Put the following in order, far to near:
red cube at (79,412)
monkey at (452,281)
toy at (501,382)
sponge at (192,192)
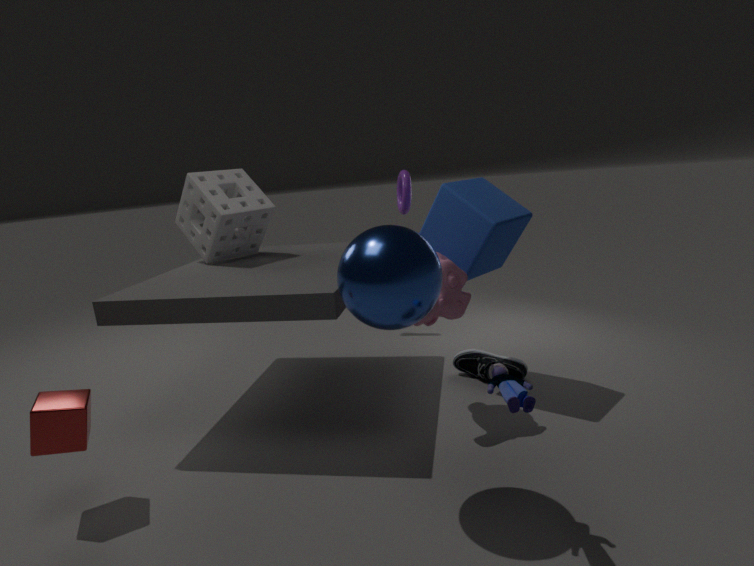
sponge at (192,192) < monkey at (452,281) < red cube at (79,412) < toy at (501,382)
